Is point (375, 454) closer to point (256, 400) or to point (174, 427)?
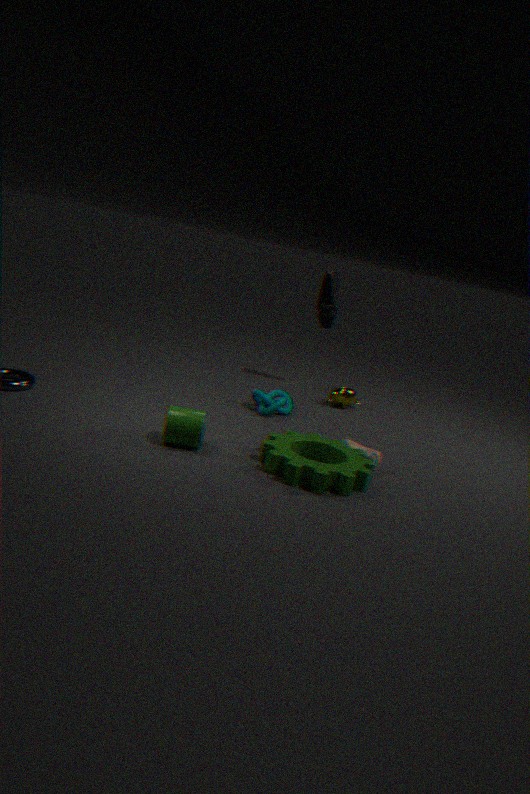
point (256, 400)
